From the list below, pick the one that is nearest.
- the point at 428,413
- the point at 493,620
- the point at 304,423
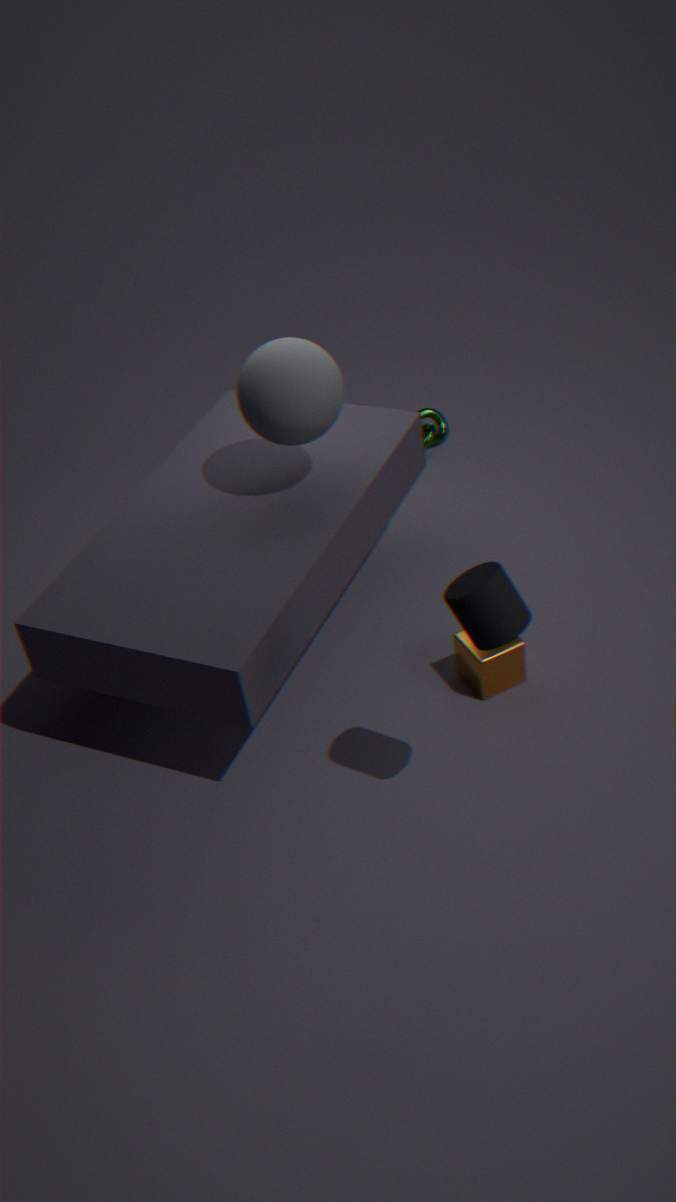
the point at 493,620
